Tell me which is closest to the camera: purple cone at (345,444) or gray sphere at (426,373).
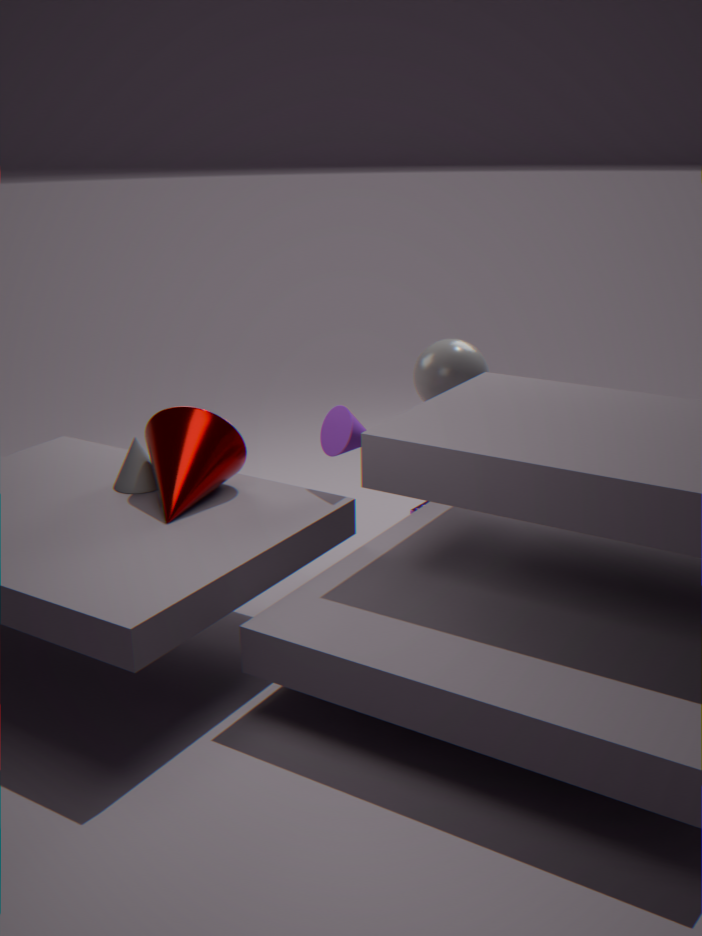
purple cone at (345,444)
